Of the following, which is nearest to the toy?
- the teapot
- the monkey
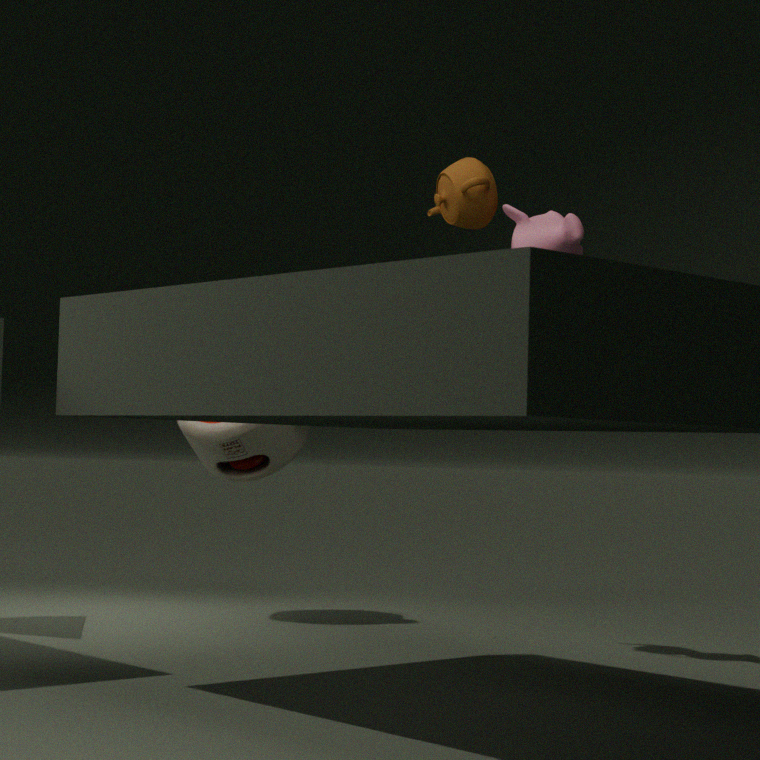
the teapot
